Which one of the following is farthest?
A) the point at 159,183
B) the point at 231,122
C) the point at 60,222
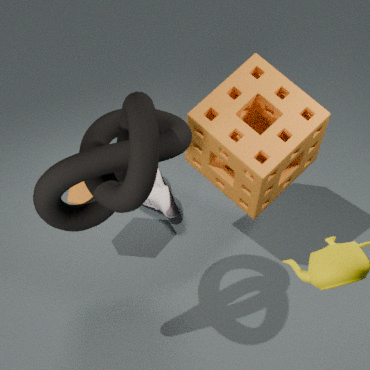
the point at 159,183
